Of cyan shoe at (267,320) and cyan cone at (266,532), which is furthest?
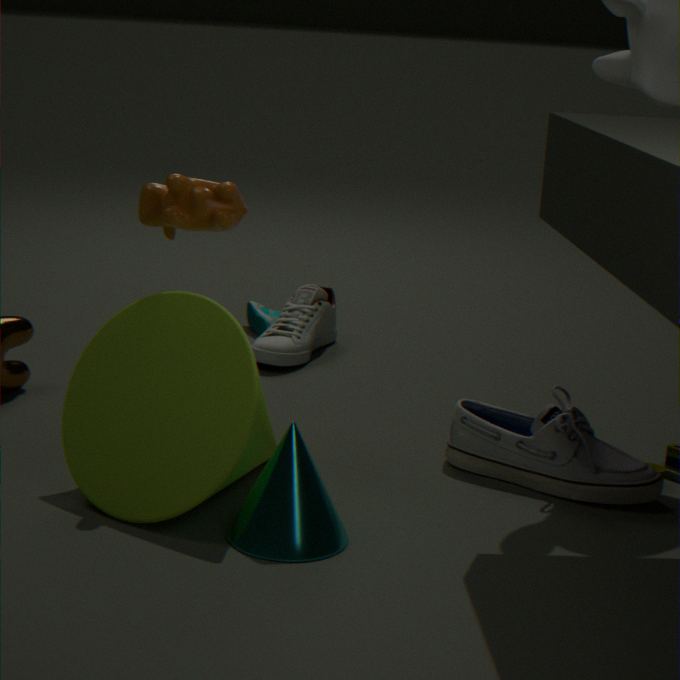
cyan shoe at (267,320)
